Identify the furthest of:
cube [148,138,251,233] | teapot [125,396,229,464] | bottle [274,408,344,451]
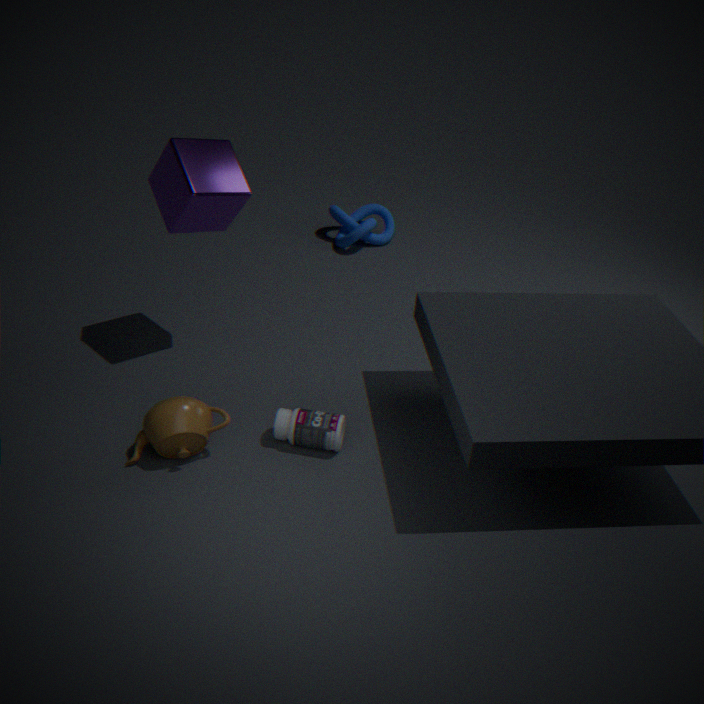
cube [148,138,251,233]
